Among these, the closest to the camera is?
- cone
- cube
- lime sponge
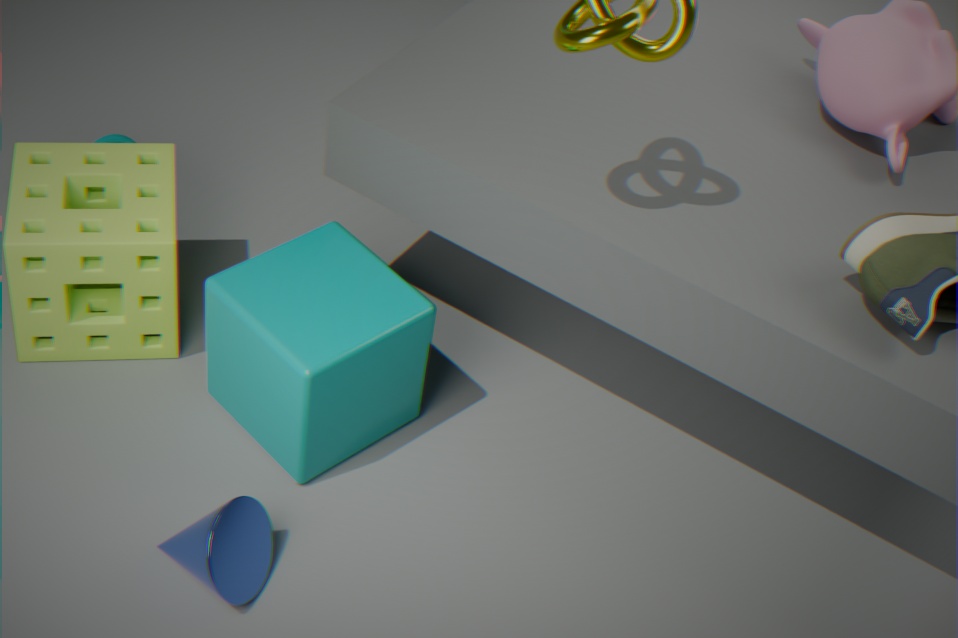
cone
